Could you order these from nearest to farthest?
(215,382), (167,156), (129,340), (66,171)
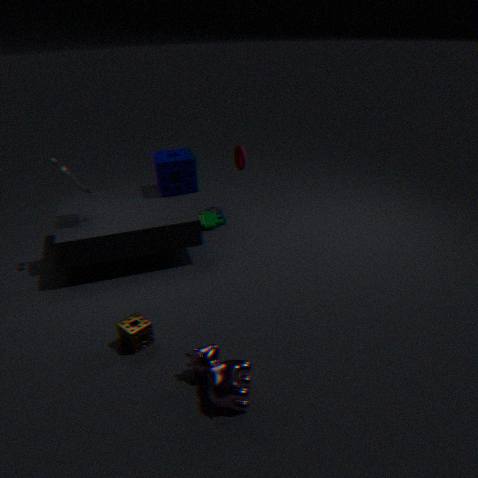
(215,382) → (129,340) → (66,171) → (167,156)
